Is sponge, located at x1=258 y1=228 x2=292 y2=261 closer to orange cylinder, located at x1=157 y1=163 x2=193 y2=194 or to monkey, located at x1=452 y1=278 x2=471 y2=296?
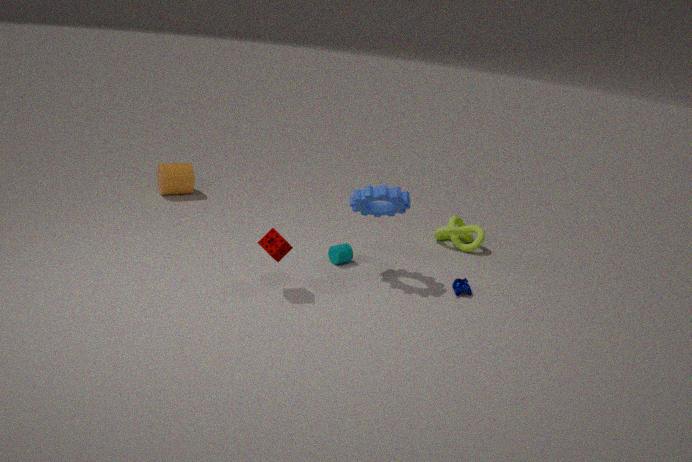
monkey, located at x1=452 y1=278 x2=471 y2=296
